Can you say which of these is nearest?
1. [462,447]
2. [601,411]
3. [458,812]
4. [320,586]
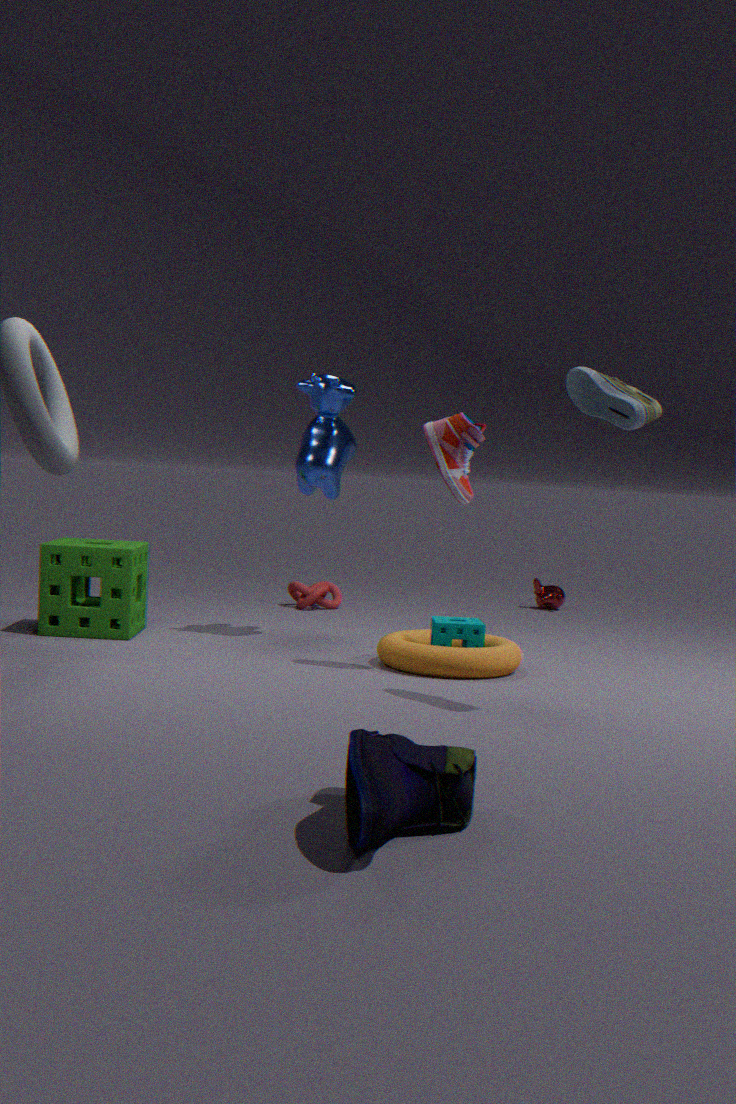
[458,812]
